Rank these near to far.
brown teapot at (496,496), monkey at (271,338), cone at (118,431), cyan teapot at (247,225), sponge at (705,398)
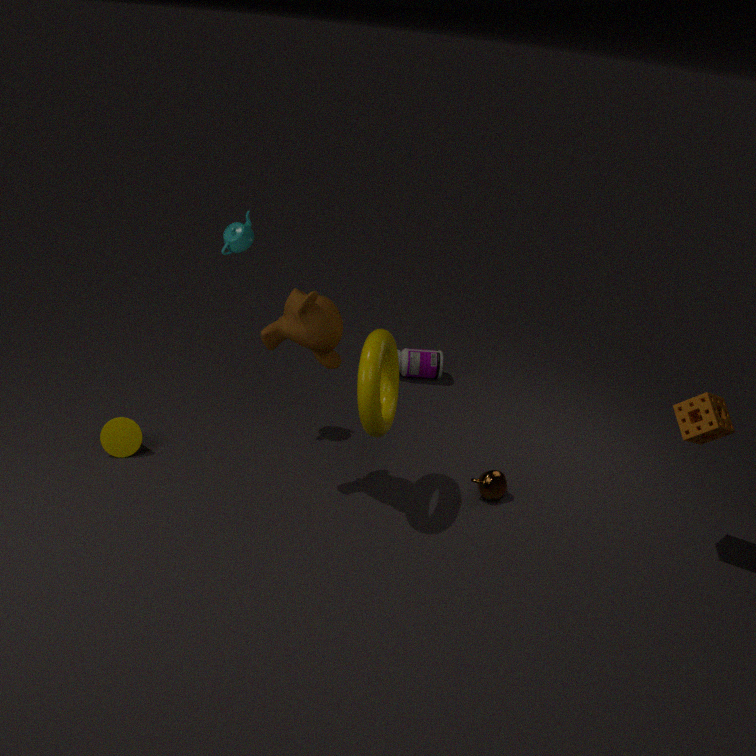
sponge at (705,398) < monkey at (271,338) < cyan teapot at (247,225) < brown teapot at (496,496) < cone at (118,431)
